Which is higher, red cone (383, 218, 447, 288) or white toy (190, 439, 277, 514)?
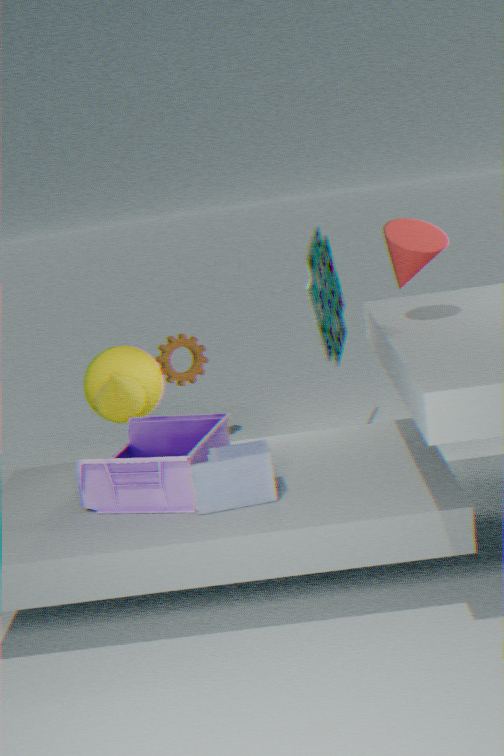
red cone (383, 218, 447, 288)
